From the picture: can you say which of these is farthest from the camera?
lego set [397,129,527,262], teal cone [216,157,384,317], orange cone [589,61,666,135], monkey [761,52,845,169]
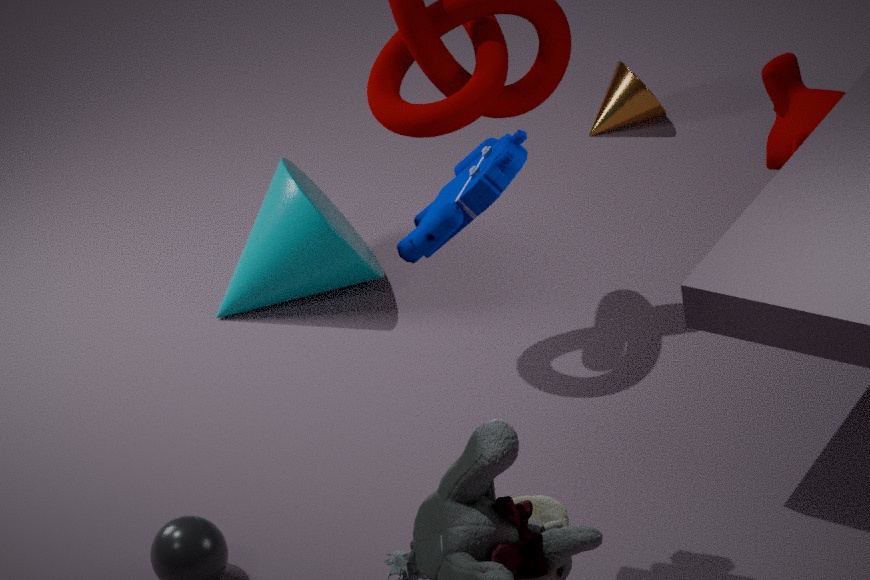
orange cone [589,61,666,135]
